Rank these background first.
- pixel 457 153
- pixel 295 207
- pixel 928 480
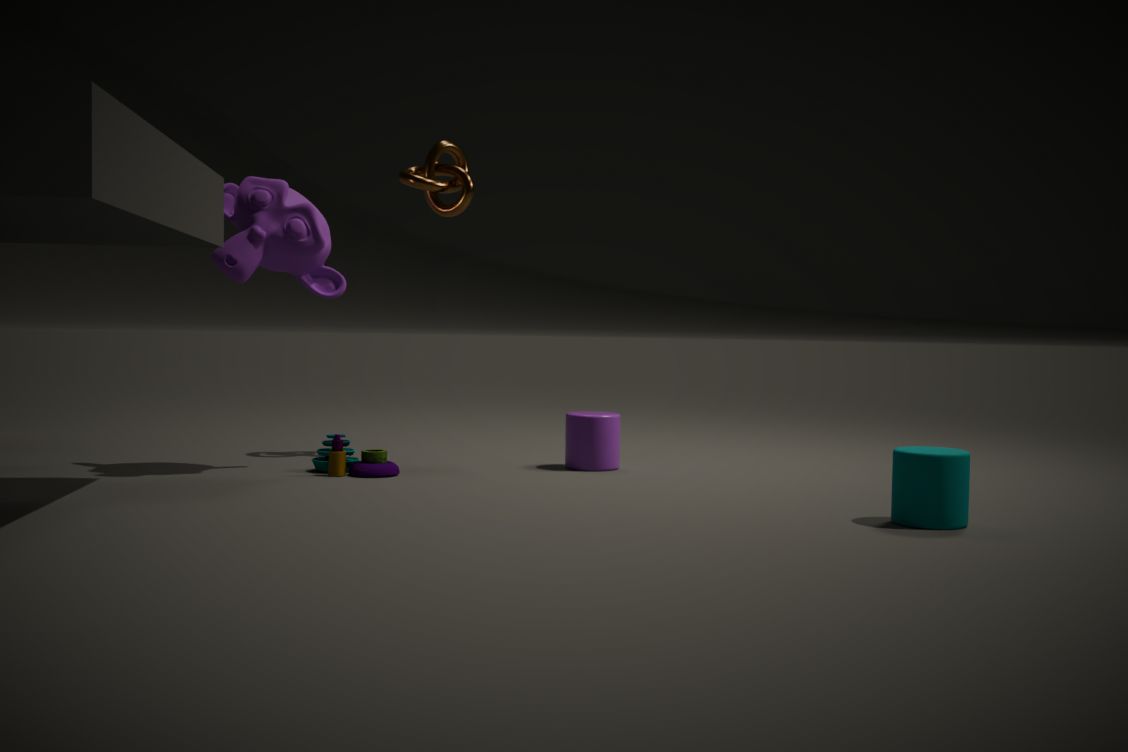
1. pixel 457 153
2. pixel 295 207
3. pixel 928 480
